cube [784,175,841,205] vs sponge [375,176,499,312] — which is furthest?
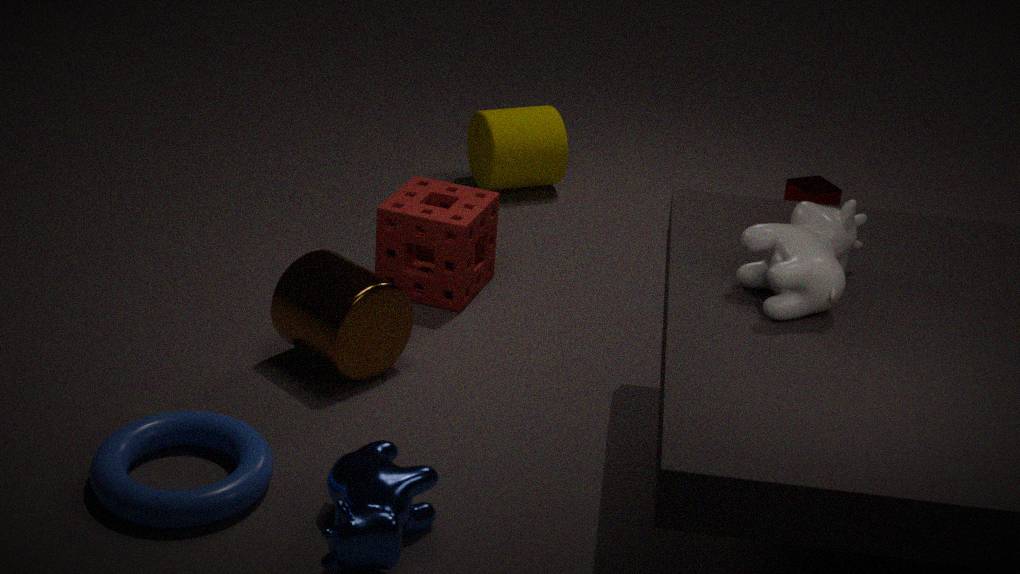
cube [784,175,841,205]
